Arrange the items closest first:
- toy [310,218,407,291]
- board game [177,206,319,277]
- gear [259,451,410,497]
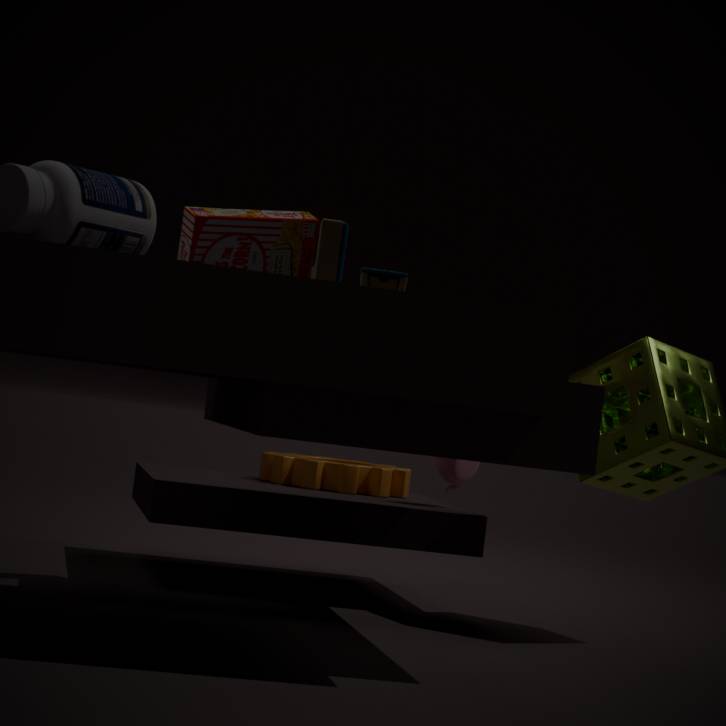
toy [310,218,407,291] → board game [177,206,319,277] → gear [259,451,410,497]
